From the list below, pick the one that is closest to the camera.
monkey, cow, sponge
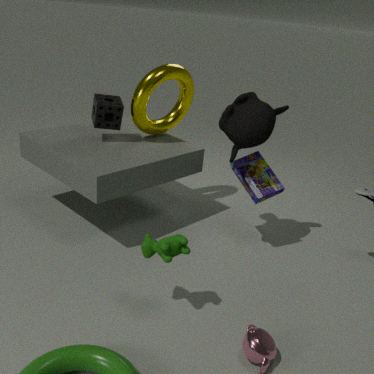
cow
